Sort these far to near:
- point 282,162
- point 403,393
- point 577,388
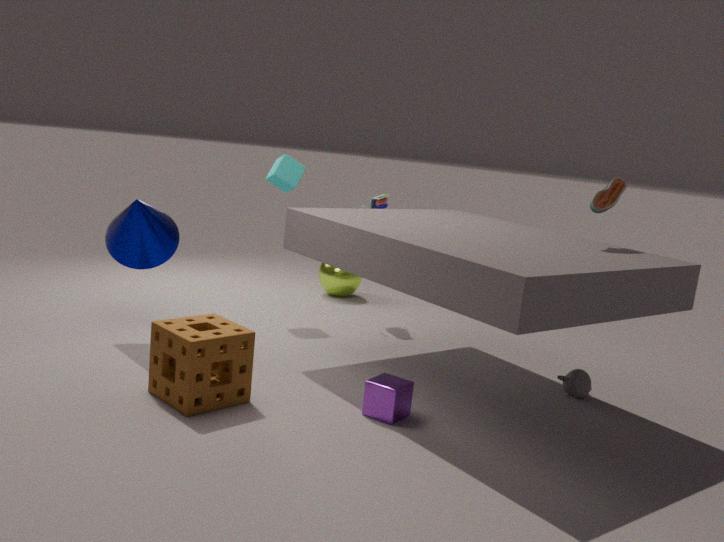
point 282,162 → point 577,388 → point 403,393
